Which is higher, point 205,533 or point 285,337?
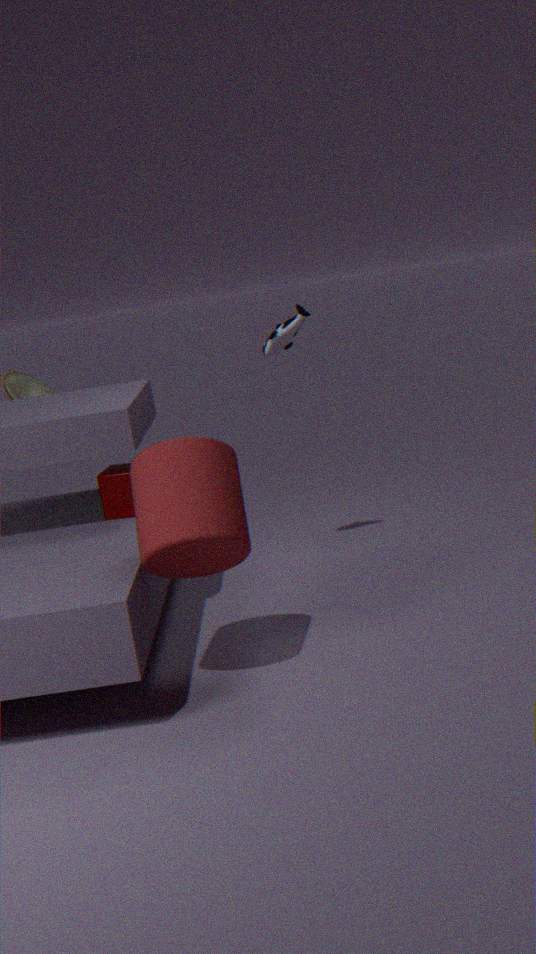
point 285,337
